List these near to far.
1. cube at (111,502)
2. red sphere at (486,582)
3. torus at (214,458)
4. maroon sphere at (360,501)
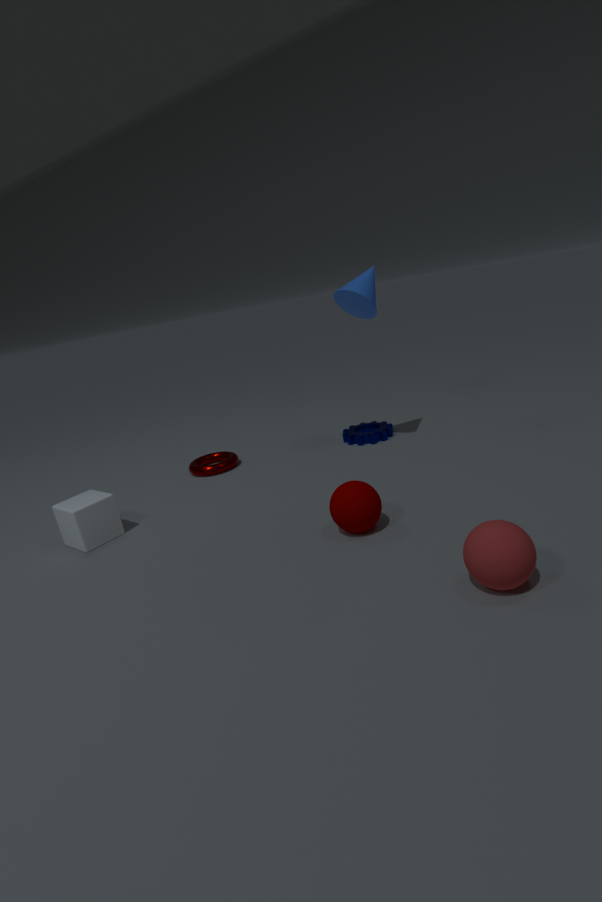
red sphere at (486,582) → maroon sphere at (360,501) → cube at (111,502) → torus at (214,458)
